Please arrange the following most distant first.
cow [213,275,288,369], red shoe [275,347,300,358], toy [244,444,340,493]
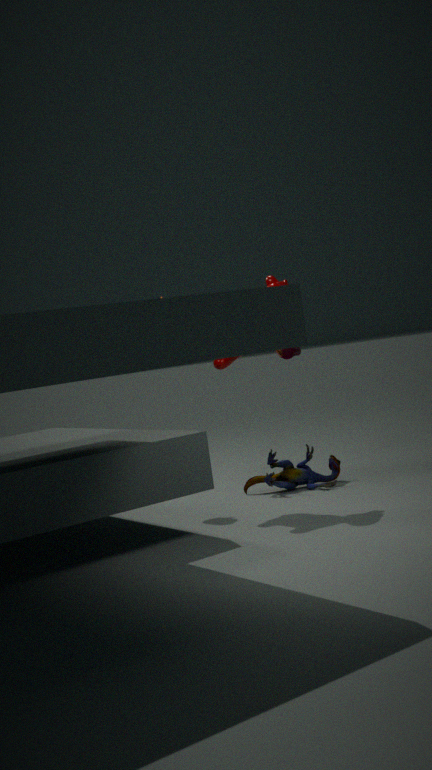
red shoe [275,347,300,358]
toy [244,444,340,493]
cow [213,275,288,369]
